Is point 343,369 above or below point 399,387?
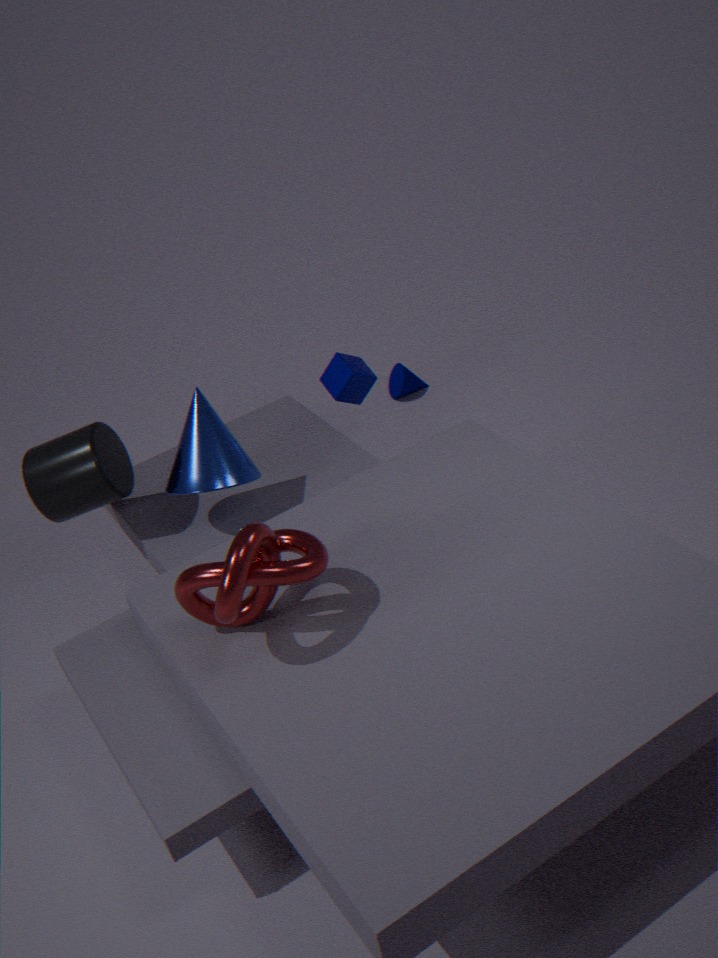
above
